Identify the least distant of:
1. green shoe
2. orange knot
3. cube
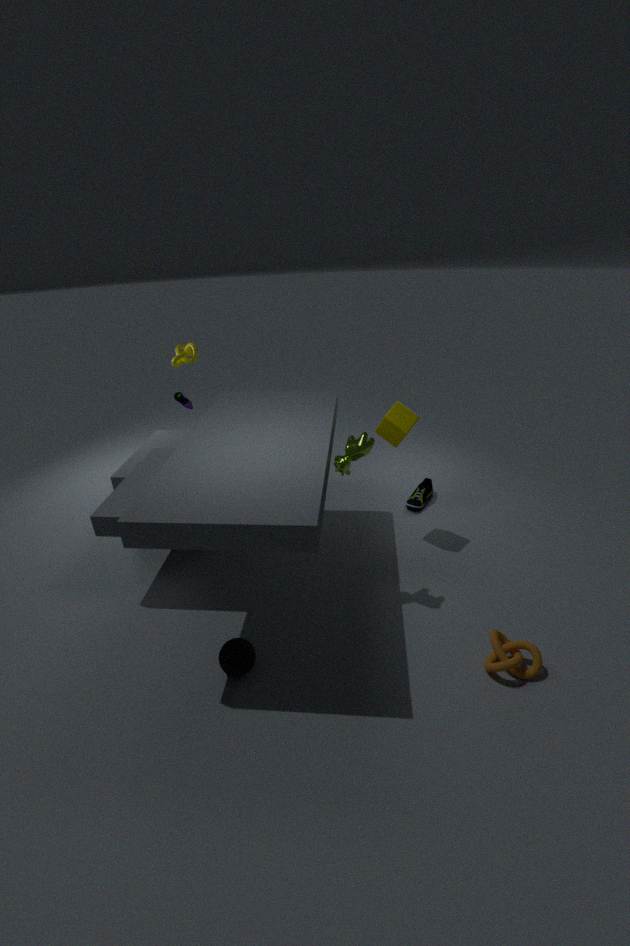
orange knot
